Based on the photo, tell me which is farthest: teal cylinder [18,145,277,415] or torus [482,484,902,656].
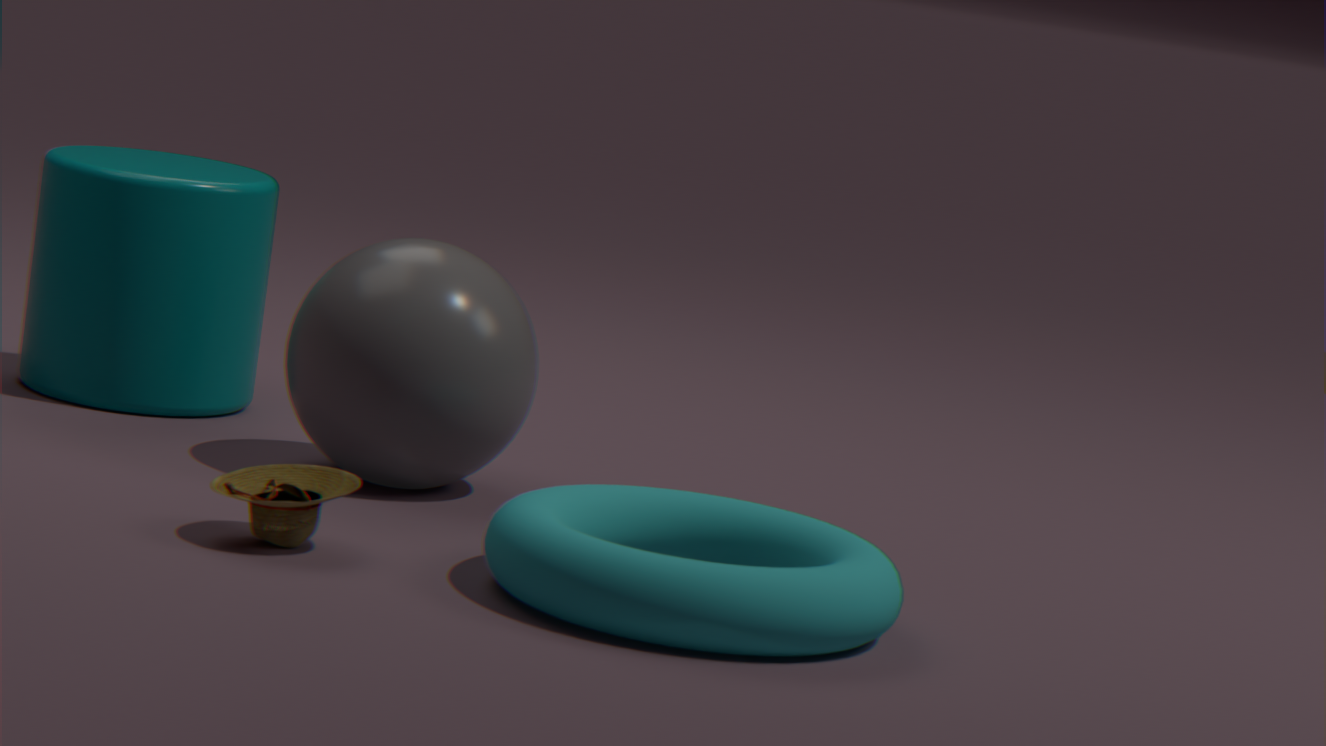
teal cylinder [18,145,277,415]
